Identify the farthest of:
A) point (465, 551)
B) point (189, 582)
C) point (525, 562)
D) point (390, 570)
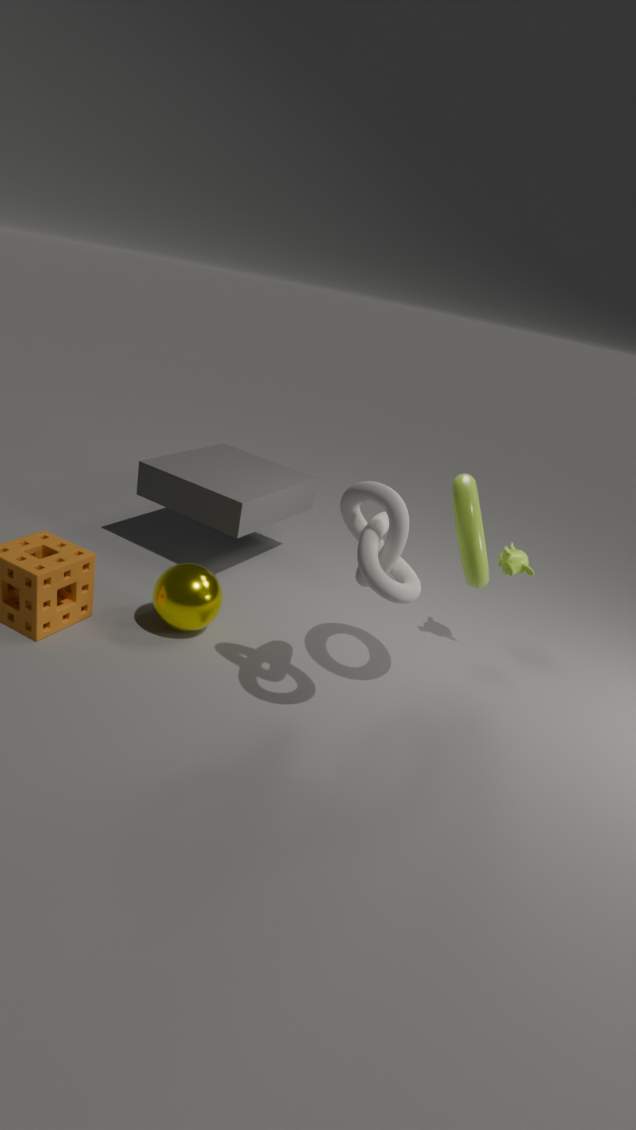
point (525, 562)
